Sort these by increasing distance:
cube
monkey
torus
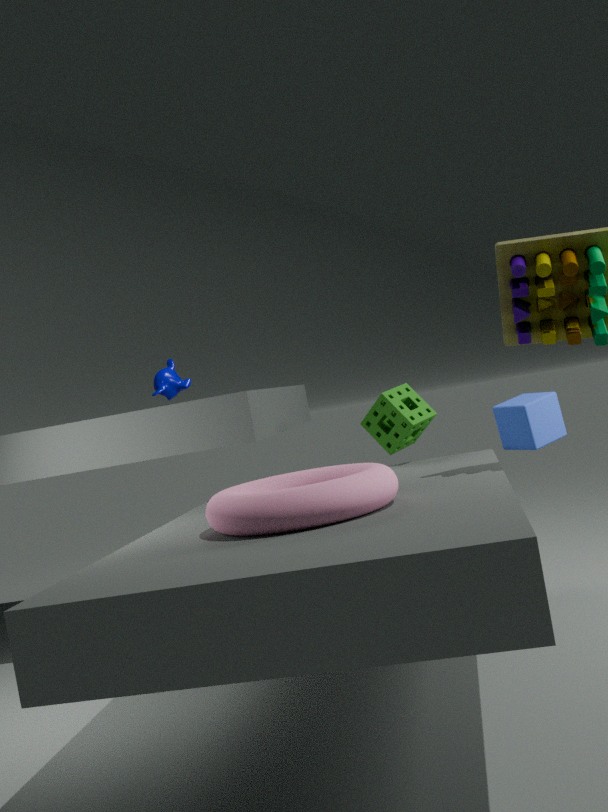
torus → cube → monkey
